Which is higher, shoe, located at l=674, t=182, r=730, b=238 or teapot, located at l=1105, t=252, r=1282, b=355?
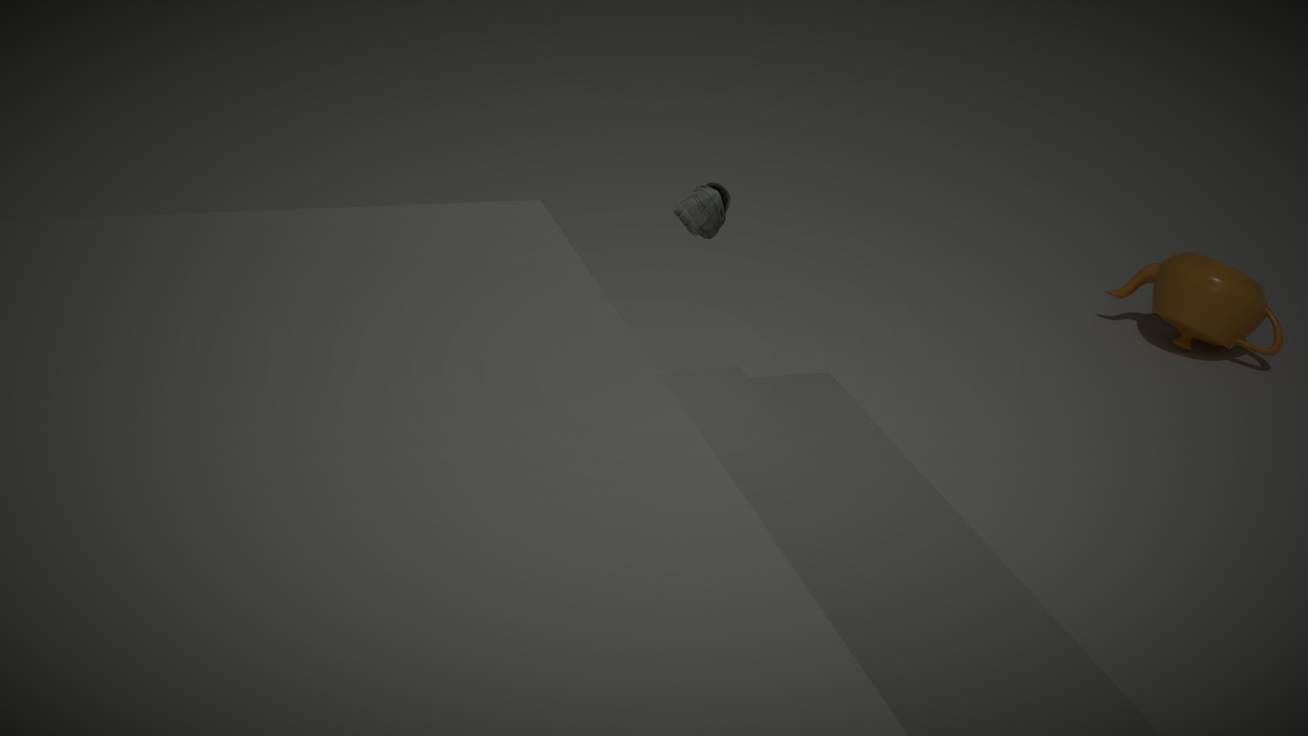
shoe, located at l=674, t=182, r=730, b=238
